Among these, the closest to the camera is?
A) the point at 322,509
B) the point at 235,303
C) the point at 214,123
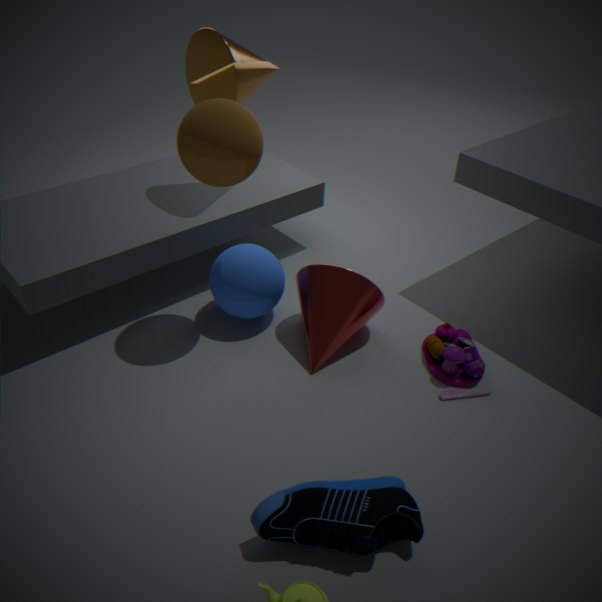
the point at 322,509
